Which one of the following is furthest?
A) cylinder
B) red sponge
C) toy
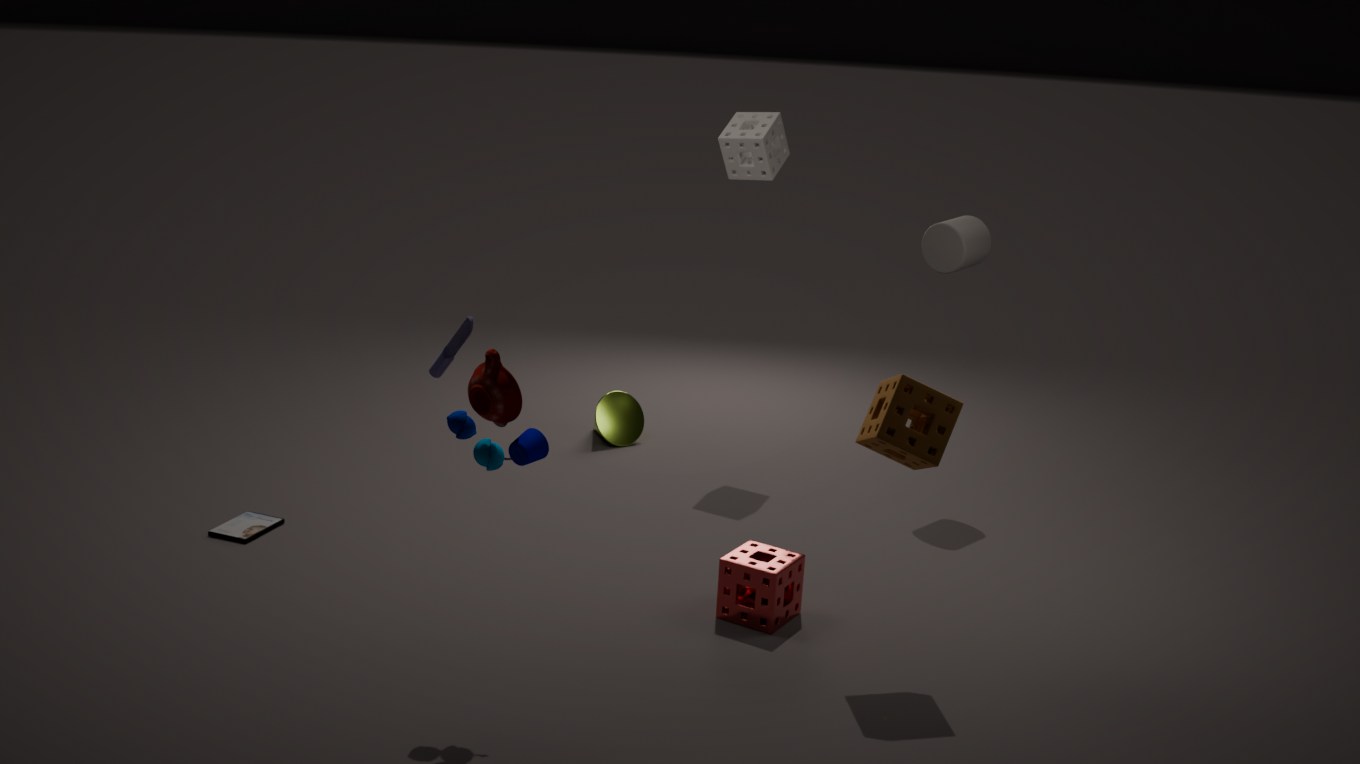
cylinder
